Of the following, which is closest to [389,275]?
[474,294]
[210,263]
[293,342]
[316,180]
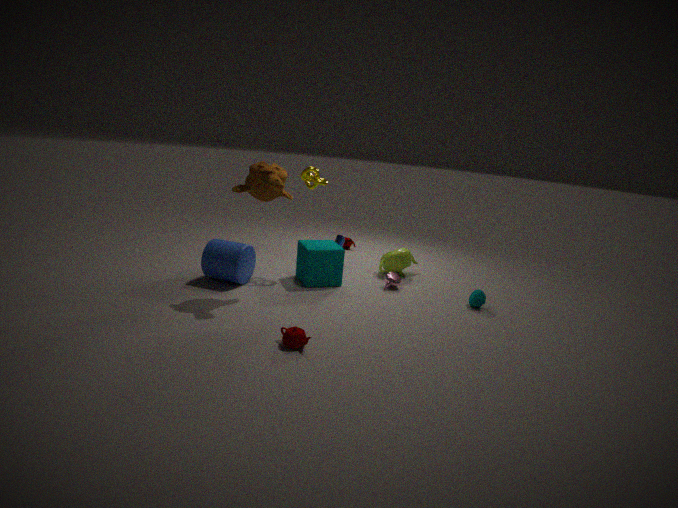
[474,294]
